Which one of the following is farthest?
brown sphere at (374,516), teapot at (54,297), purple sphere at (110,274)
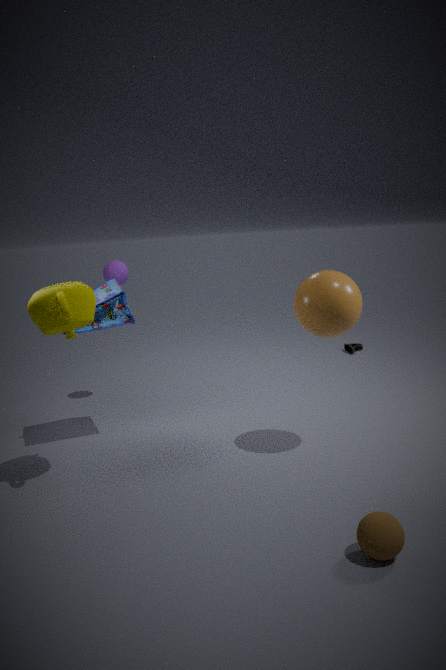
purple sphere at (110,274)
